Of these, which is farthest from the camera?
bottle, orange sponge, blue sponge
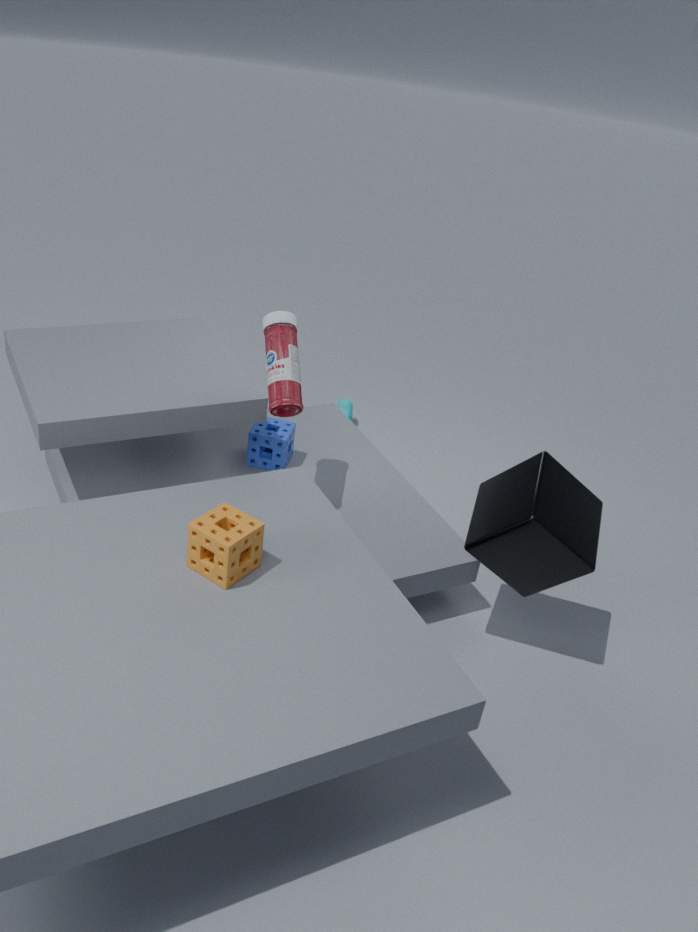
blue sponge
